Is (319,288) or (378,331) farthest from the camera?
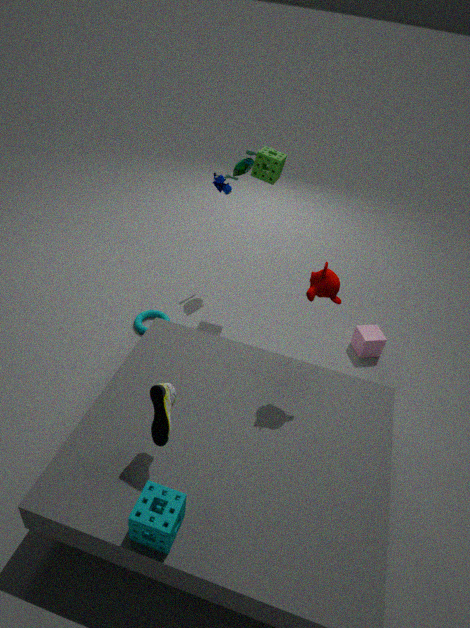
(378,331)
